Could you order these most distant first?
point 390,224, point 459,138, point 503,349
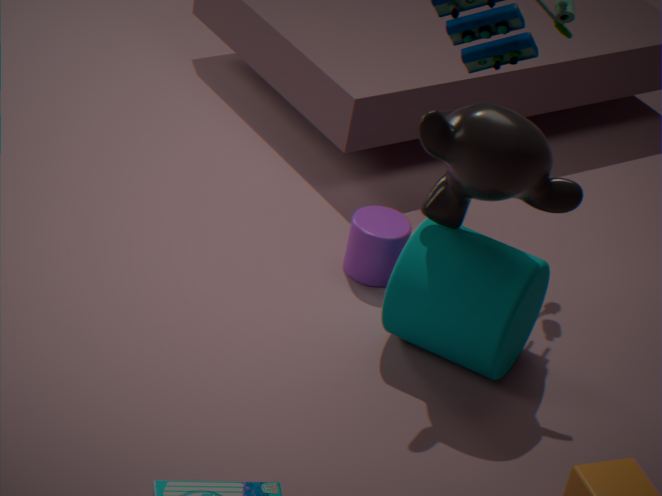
1. point 390,224
2. point 503,349
3. point 459,138
